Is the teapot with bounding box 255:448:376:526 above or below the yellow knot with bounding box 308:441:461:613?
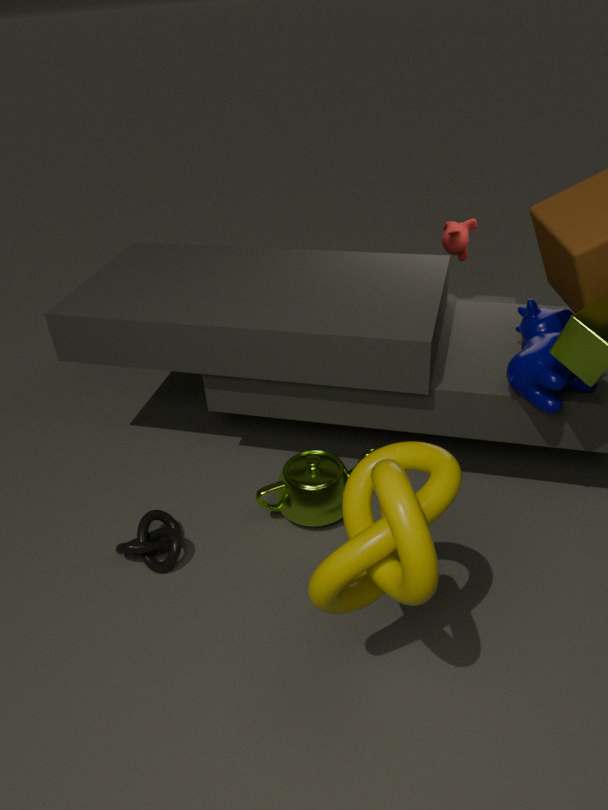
below
